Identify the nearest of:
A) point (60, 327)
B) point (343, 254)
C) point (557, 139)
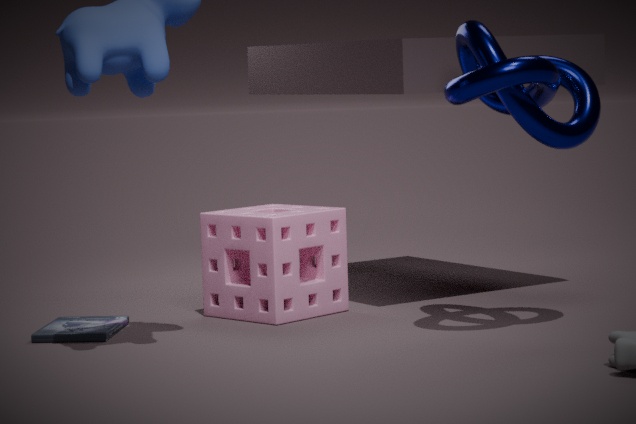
point (557, 139)
